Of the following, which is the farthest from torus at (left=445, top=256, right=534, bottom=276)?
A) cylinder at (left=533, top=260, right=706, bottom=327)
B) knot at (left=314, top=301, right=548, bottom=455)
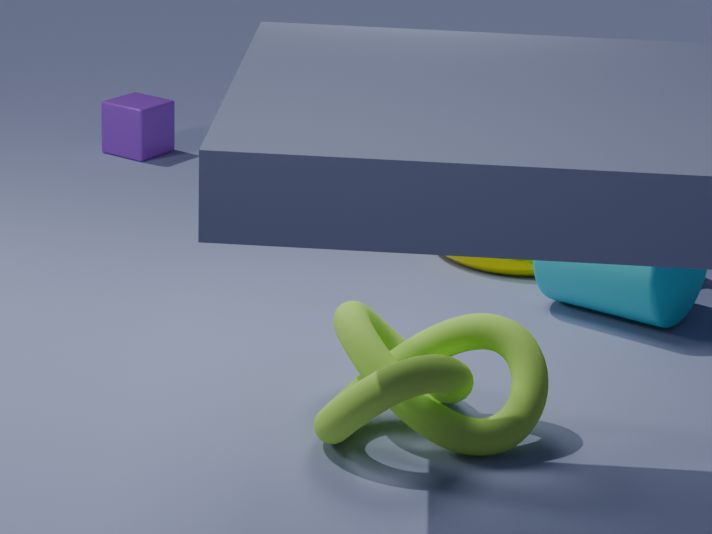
knot at (left=314, top=301, right=548, bottom=455)
